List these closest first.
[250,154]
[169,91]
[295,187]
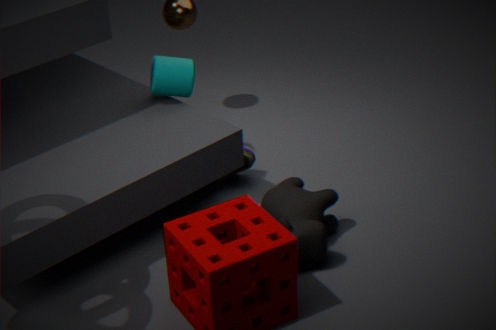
1. [295,187]
2. [169,91]
3. [250,154]
